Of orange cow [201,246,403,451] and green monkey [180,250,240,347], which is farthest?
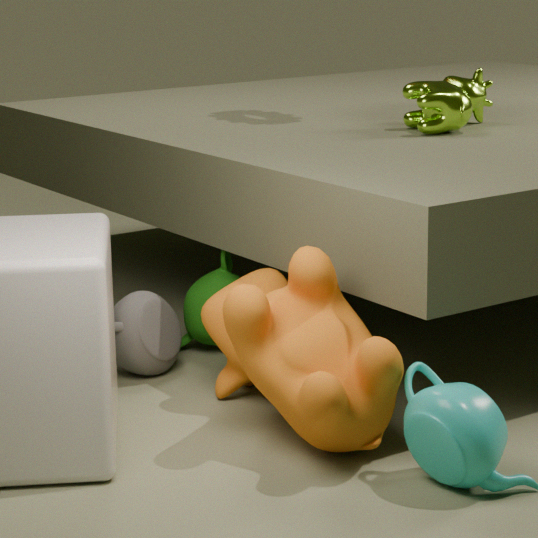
green monkey [180,250,240,347]
